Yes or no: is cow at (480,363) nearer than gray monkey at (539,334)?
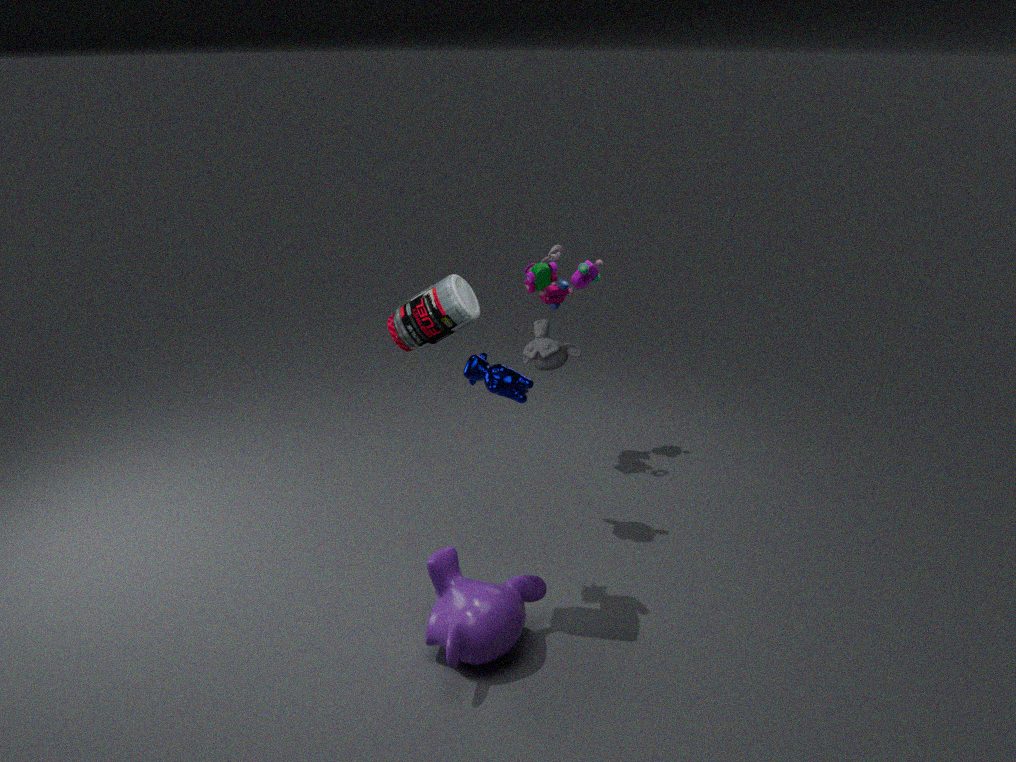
Yes
